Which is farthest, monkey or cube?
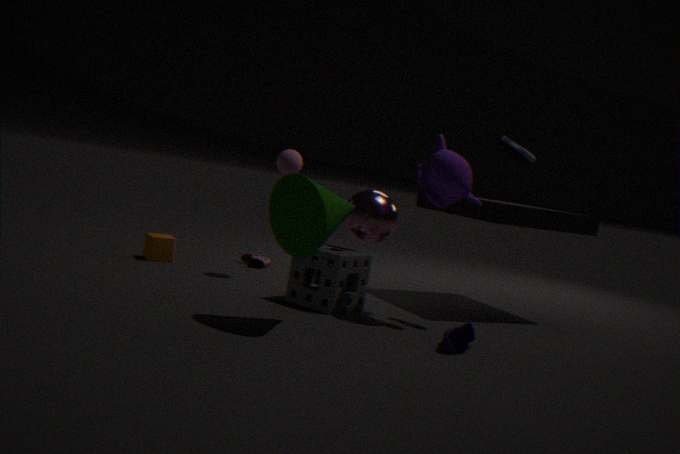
cube
